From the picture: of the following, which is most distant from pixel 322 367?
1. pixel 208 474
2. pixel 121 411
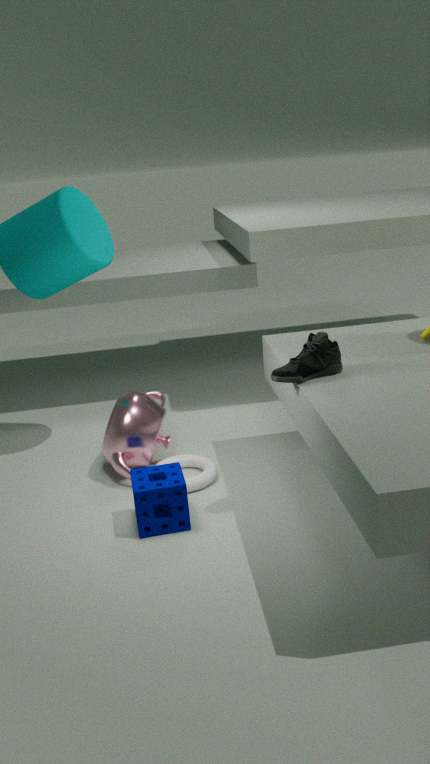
pixel 121 411
